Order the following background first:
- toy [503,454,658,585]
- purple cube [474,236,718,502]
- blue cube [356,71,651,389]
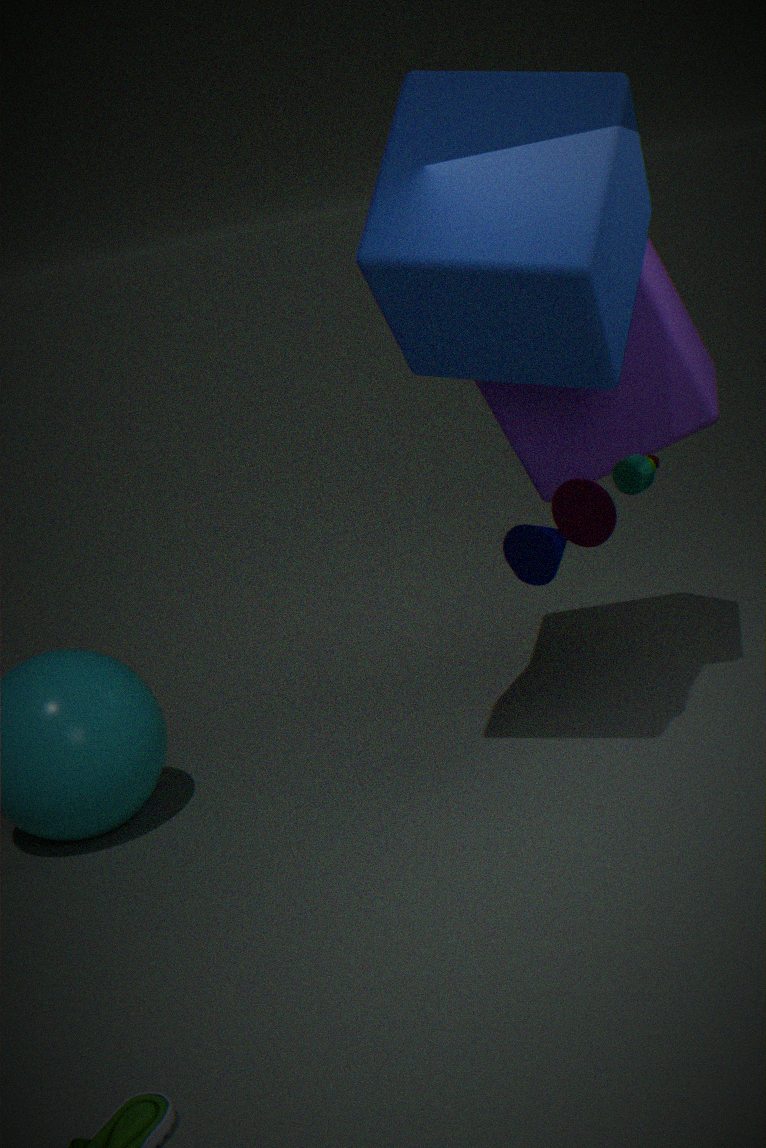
purple cube [474,236,718,502] → toy [503,454,658,585] → blue cube [356,71,651,389]
